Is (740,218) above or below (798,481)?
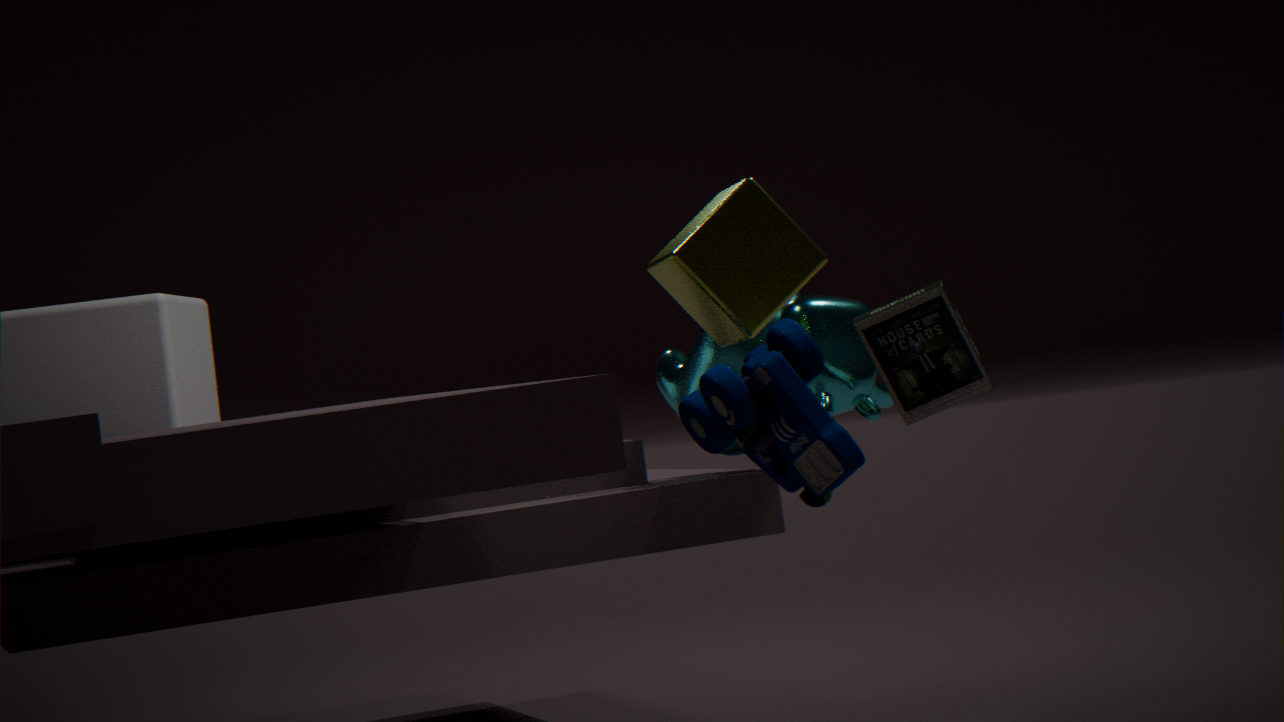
above
